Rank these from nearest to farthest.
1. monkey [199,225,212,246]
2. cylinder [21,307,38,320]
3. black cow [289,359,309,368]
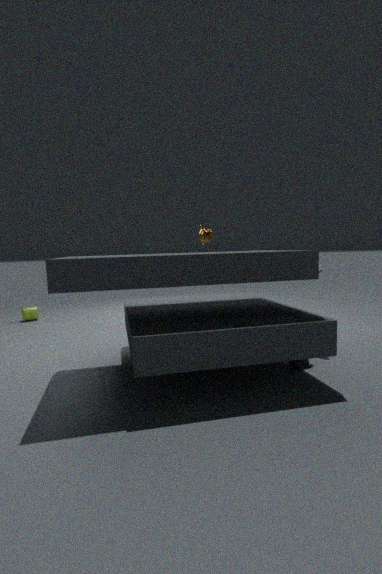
1. black cow [289,359,309,368]
2. monkey [199,225,212,246]
3. cylinder [21,307,38,320]
